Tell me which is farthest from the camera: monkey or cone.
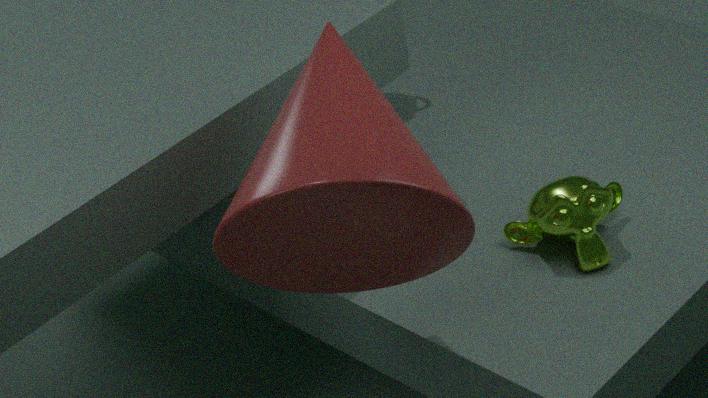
monkey
